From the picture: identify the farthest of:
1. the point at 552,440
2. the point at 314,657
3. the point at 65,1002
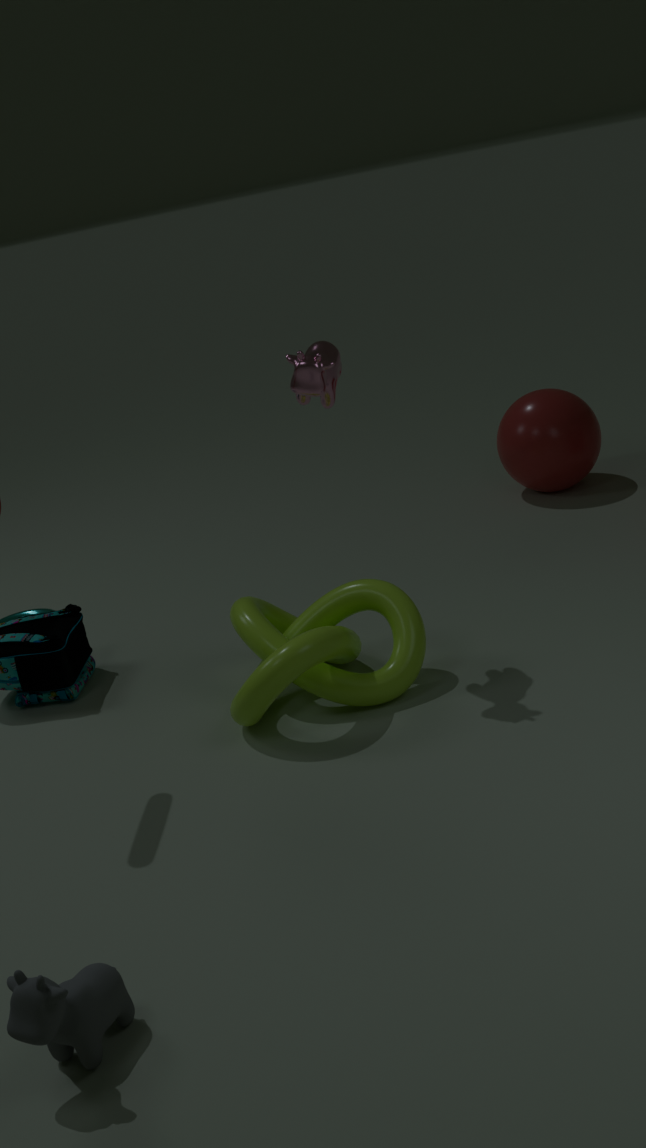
the point at 552,440
